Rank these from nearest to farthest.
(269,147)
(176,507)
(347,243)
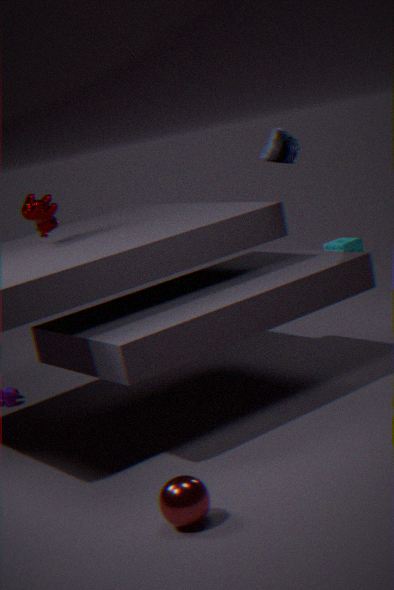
(176,507), (269,147), (347,243)
